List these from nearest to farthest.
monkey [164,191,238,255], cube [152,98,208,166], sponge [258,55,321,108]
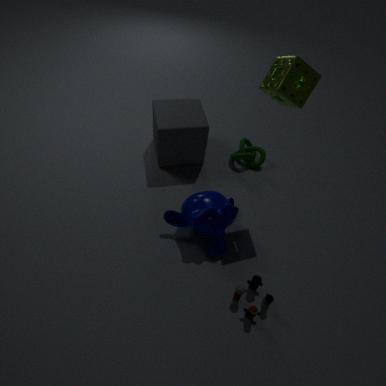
sponge [258,55,321,108]
monkey [164,191,238,255]
cube [152,98,208,166]
